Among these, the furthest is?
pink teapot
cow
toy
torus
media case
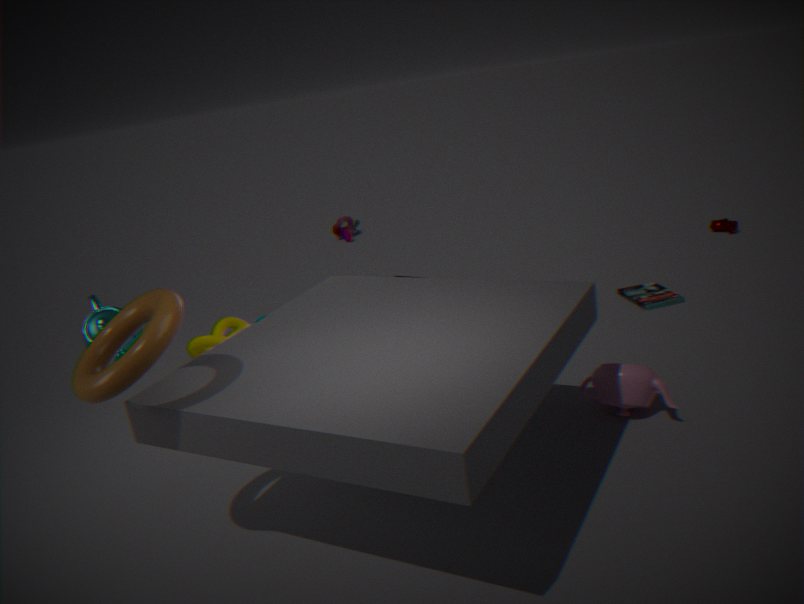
toy
